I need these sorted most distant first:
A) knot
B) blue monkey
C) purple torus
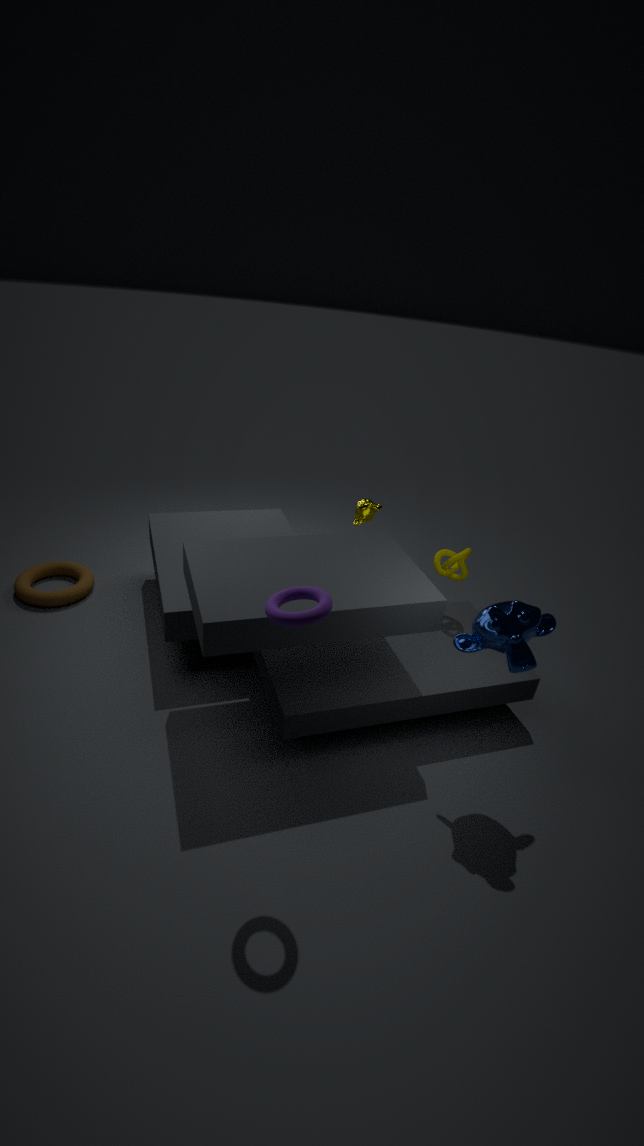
knot
blue monkey
purple torus
